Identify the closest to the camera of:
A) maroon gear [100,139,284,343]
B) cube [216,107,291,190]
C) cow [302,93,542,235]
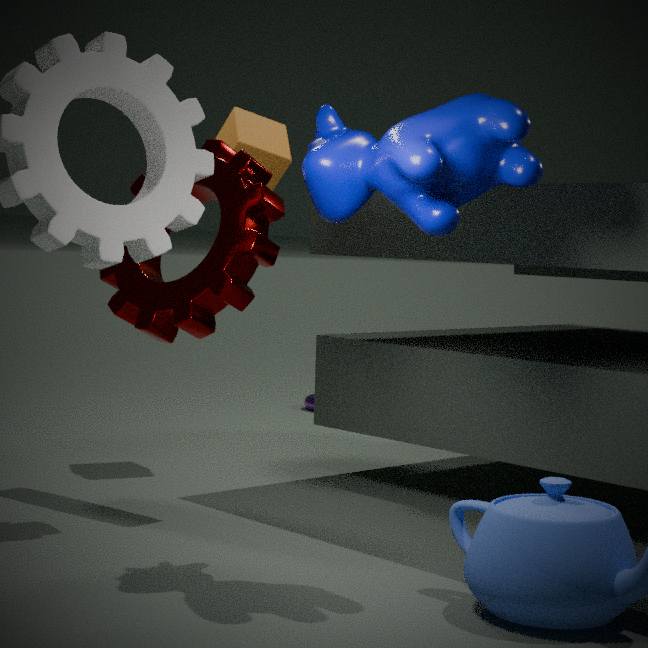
cow [302,93,542,235]
